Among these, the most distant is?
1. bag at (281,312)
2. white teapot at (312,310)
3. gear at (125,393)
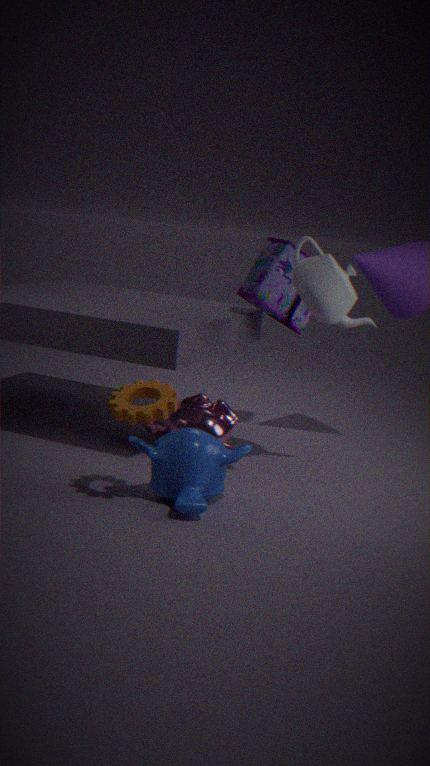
bag at (281,312)
